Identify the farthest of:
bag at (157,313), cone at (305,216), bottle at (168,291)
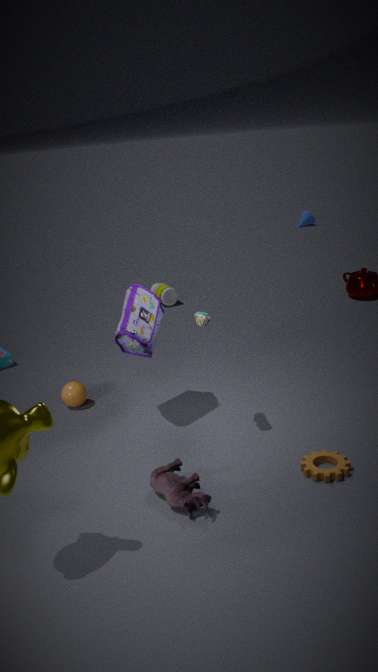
cone at (305,216)
